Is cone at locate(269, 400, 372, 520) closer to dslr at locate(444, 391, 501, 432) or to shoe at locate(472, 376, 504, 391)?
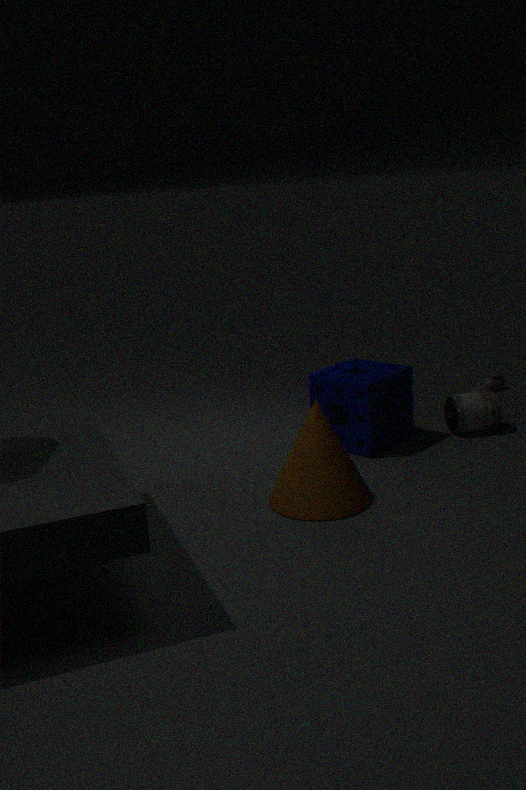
dslr at locate(444, 391, 501, 432)
